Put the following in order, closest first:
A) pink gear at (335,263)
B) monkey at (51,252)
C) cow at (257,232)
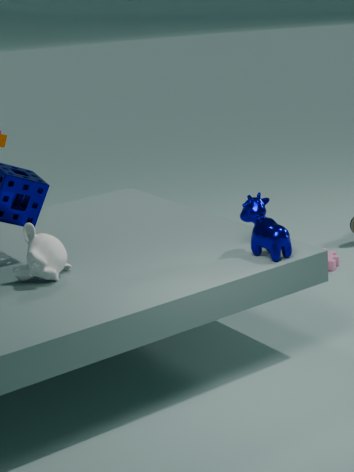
monkey at (51,252) → cow at (257,232) → pink gear at (335,263)
